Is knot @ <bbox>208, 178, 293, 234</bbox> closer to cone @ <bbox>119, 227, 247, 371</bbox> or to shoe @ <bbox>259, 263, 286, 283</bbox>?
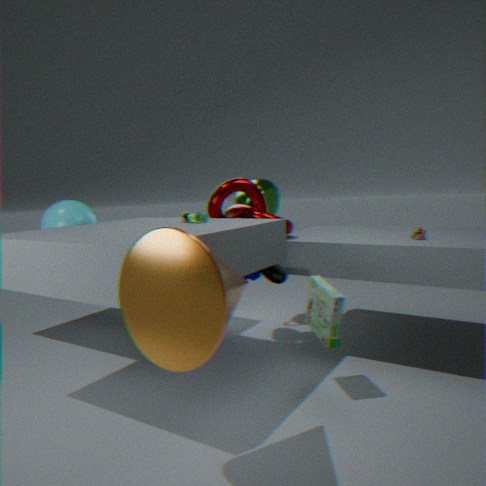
shoe @ <bbox>259, 263, 286, 283</bbox>
